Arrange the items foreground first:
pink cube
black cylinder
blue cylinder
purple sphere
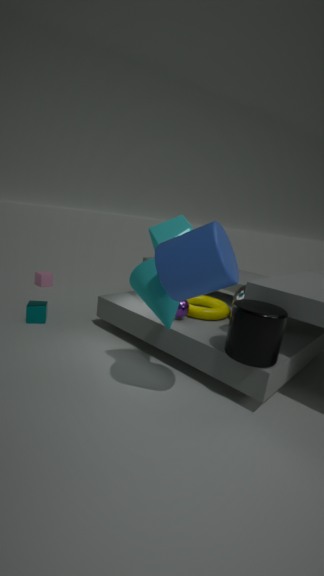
blue cylinder < black cylinder < purple sphere < pink cube
